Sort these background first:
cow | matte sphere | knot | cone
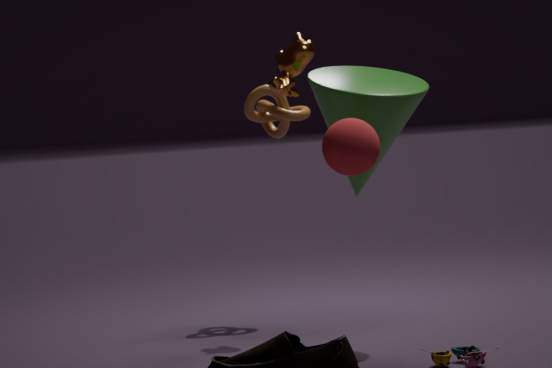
knot < cow < cone < matte sphere
